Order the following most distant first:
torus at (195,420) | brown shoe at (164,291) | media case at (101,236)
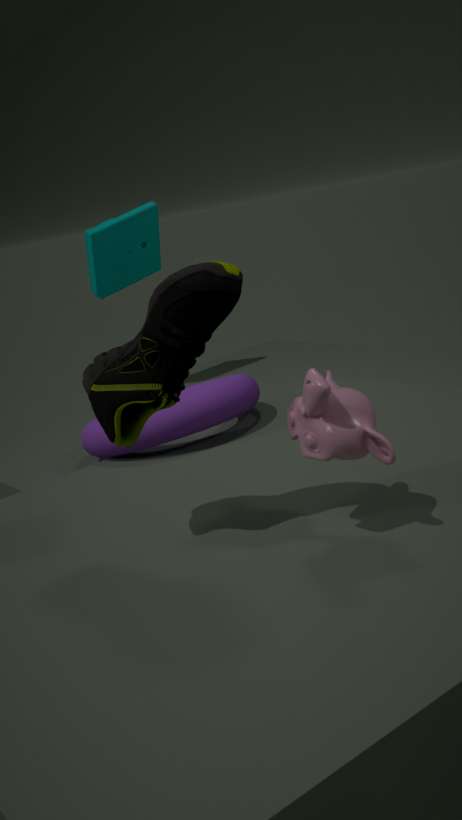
media case at (101,236), torus at (195,420), brown shoe at (164,291)
